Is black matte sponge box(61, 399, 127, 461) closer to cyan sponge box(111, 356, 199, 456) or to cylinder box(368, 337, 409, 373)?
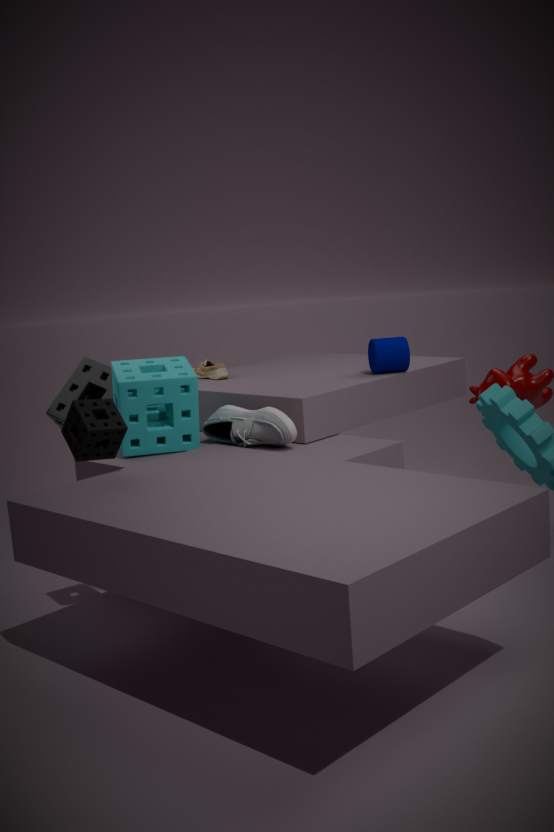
cyan sponge box(111, 356, 199, 456)
